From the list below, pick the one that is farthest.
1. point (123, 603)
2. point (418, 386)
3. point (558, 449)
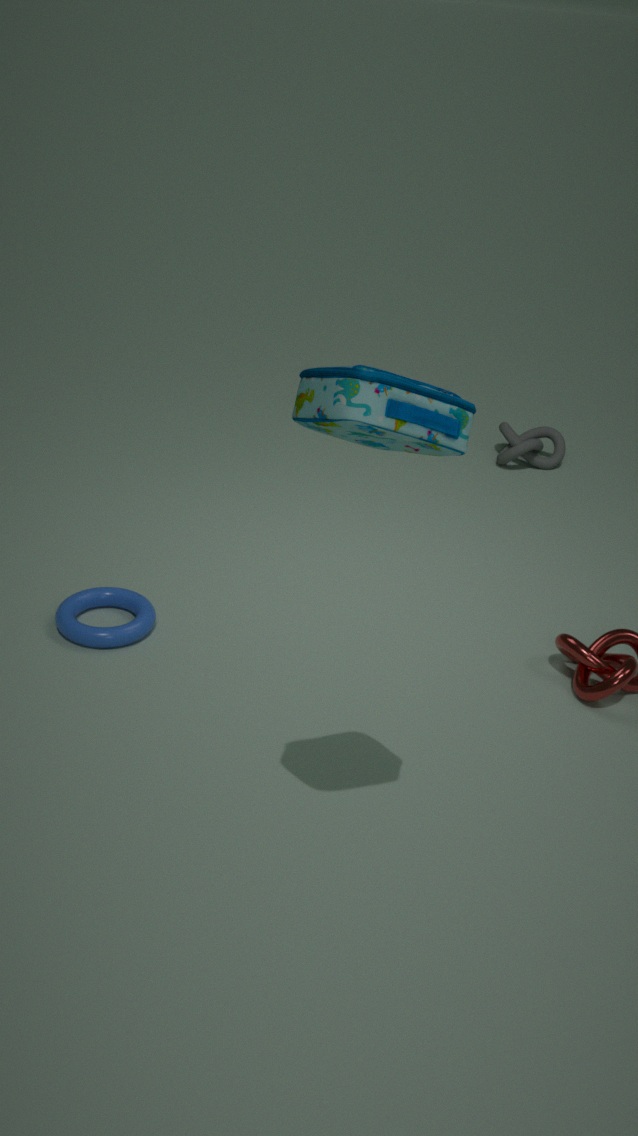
point (558, 449)
